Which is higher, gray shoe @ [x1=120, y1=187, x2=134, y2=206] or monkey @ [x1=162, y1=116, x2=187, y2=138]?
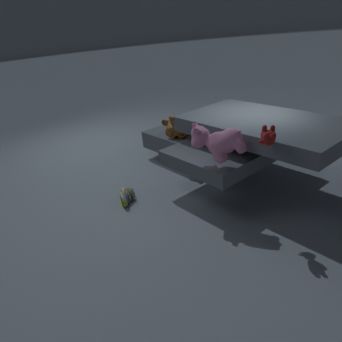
monkey @ [x1=162, y1=116, x2=187, y2=138]
